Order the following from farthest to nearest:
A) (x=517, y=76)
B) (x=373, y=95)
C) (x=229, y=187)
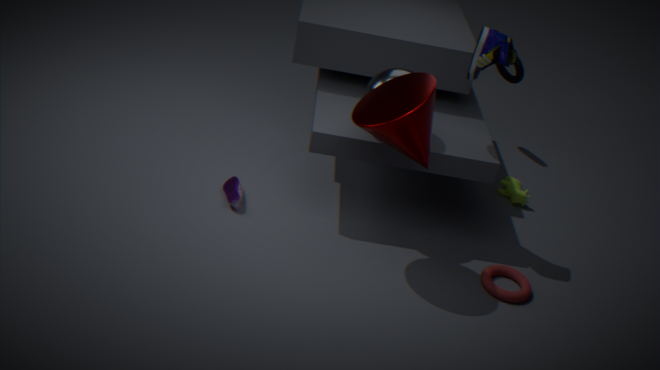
1. (x=517, y=76)
2. (x=229, y=187)
3. (x=373, y=95)
